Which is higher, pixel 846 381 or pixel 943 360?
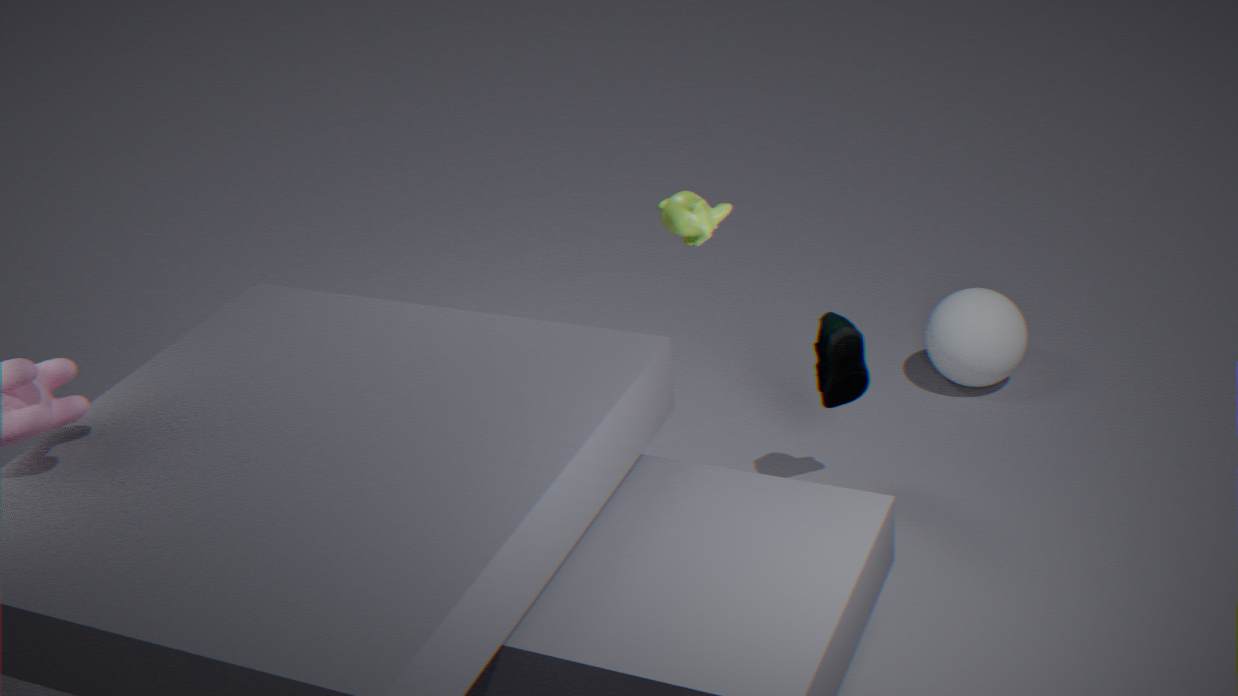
pixel 846 381
